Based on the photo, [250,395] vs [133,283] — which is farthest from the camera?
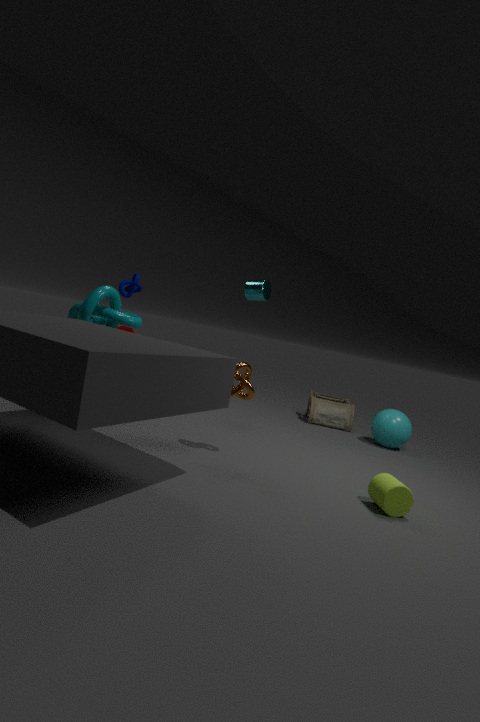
[133,283]
